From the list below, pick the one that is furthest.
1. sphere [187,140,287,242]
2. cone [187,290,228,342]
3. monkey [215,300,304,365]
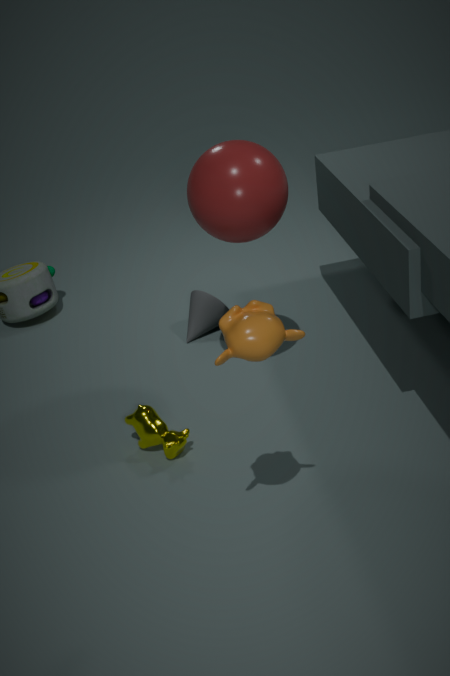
cone [187,290,228,342]
